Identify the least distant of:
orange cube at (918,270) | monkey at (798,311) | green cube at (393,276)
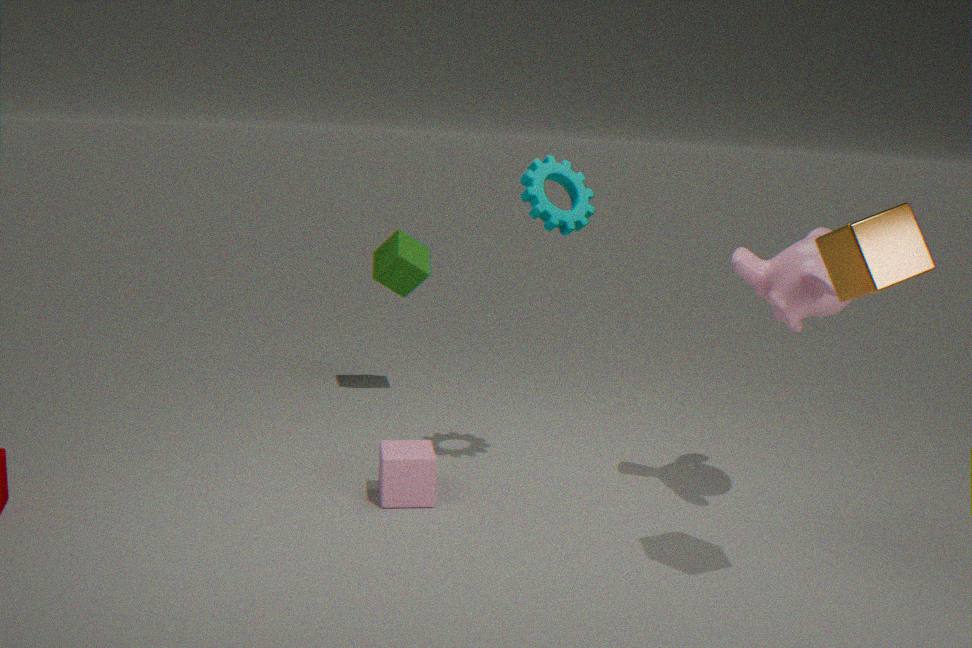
orange cube at (918,270)
